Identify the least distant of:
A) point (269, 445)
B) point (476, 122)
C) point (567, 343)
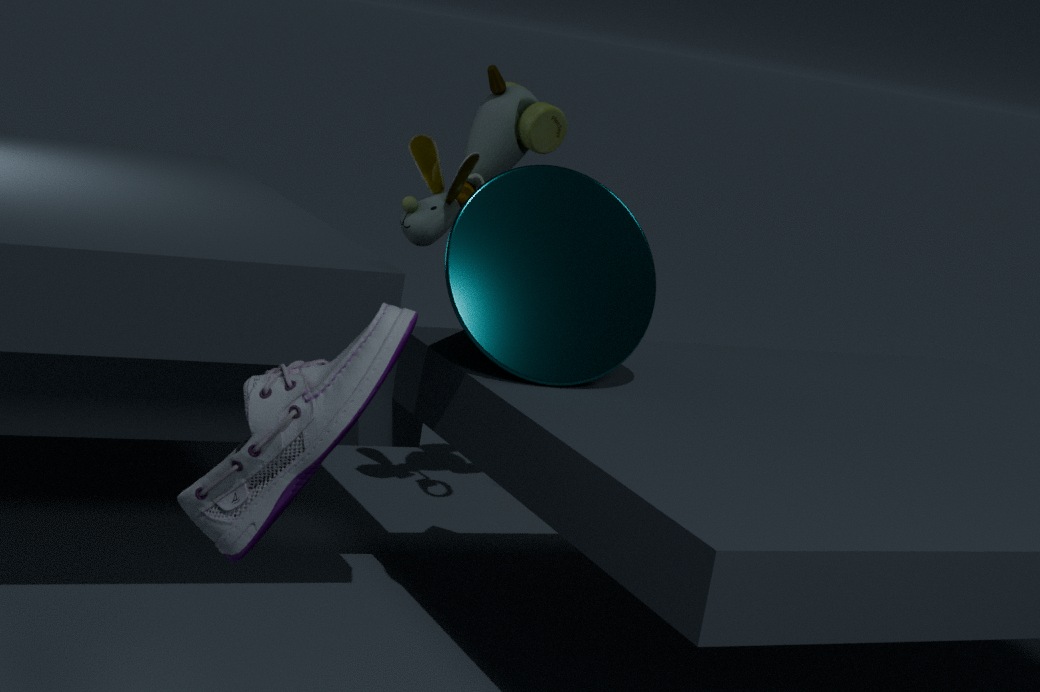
point (269, 445)
